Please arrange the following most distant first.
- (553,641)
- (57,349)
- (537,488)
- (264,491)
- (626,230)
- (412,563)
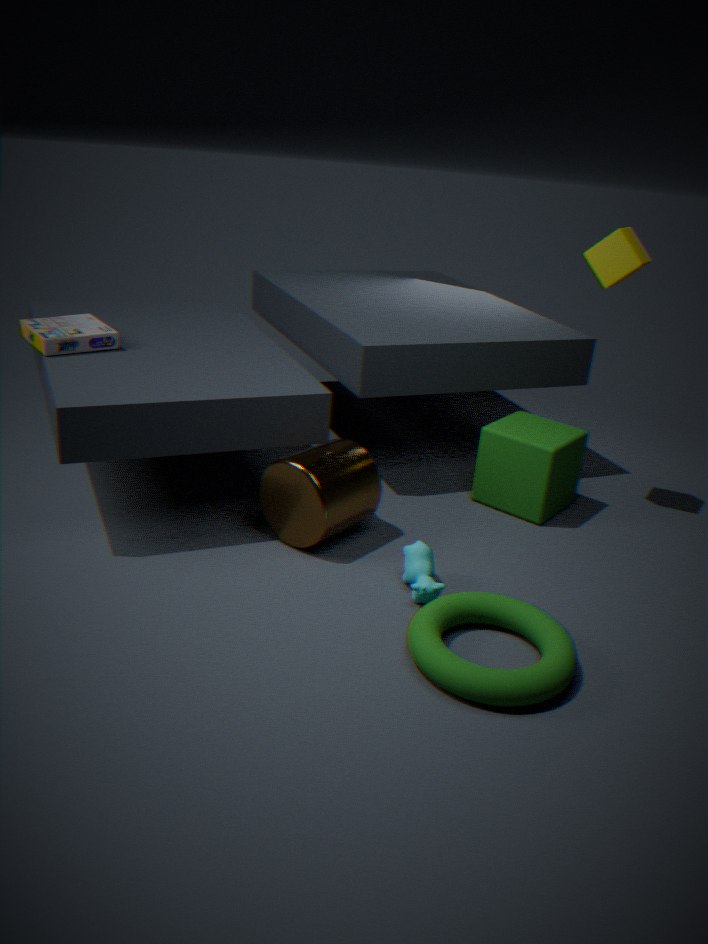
(537,488) < (626,230) < (57,349) < (264,491) < (412,563) < (553,641)
